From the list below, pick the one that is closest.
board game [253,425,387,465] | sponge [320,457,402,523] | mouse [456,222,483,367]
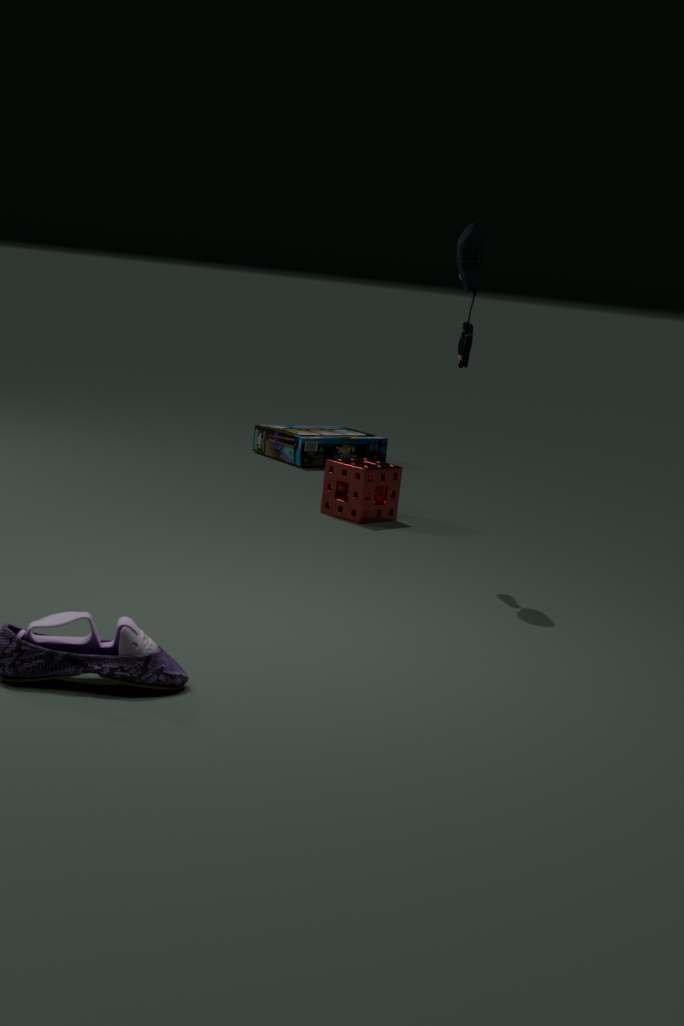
mouse [456,222,483,367]
